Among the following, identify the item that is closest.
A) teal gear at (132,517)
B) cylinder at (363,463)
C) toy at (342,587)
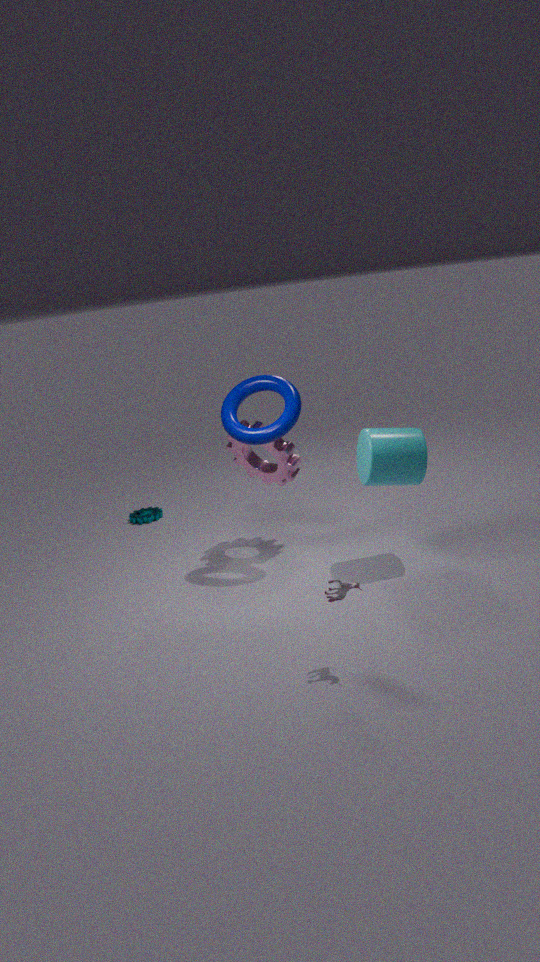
toy at (342,587)
